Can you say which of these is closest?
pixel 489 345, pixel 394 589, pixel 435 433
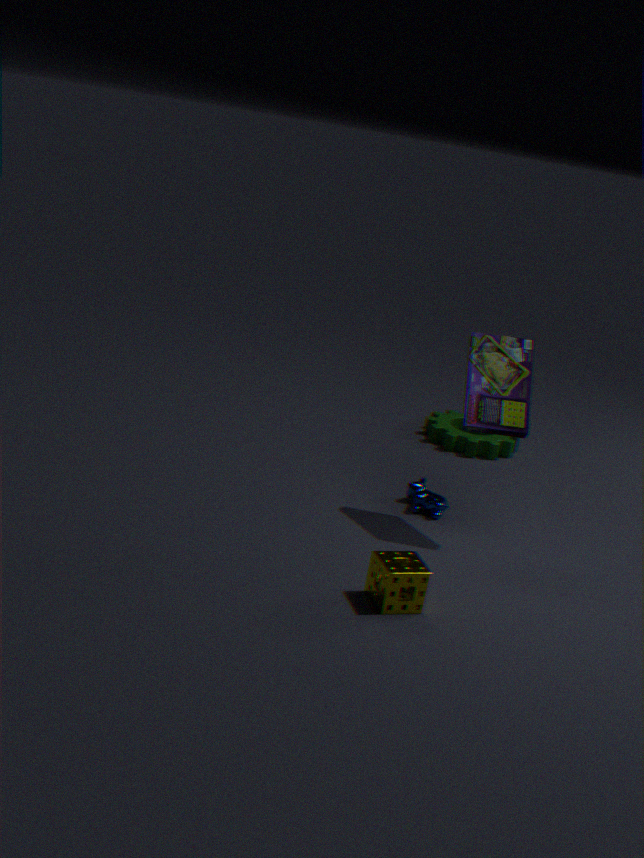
pixel 394 589
